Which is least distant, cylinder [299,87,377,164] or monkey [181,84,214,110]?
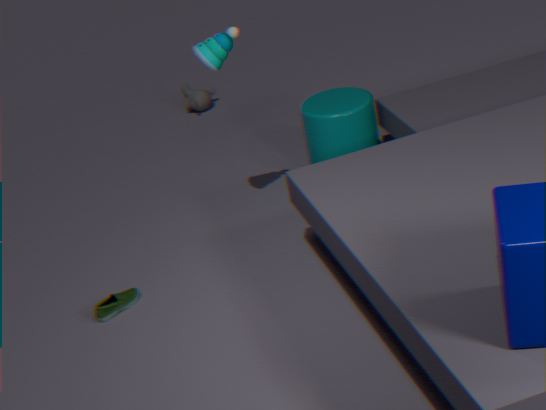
cylinder [299,87,377,164]
